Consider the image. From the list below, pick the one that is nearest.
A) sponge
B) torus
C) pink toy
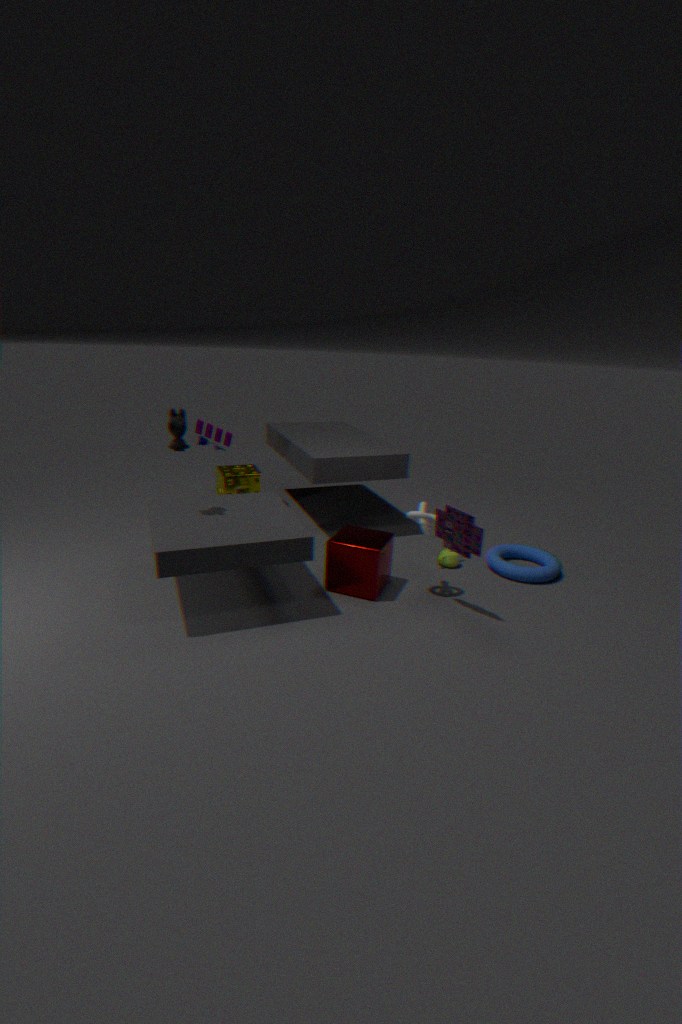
pink toy
